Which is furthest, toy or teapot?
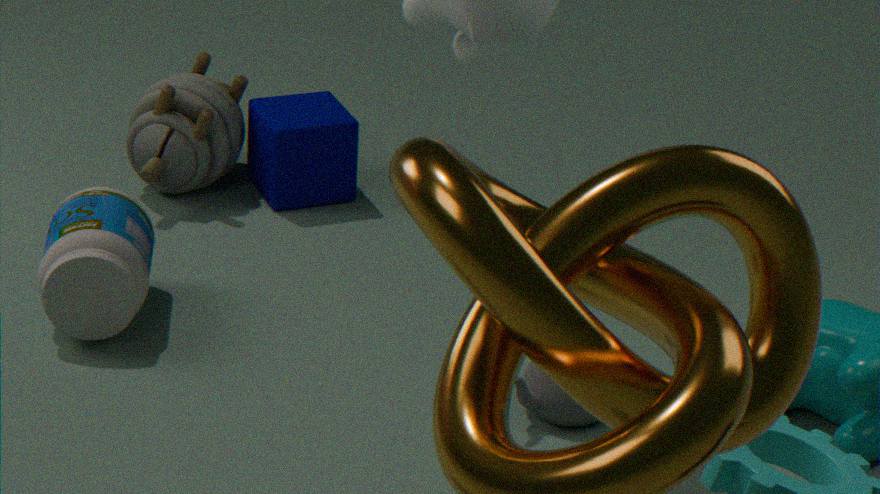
toy
